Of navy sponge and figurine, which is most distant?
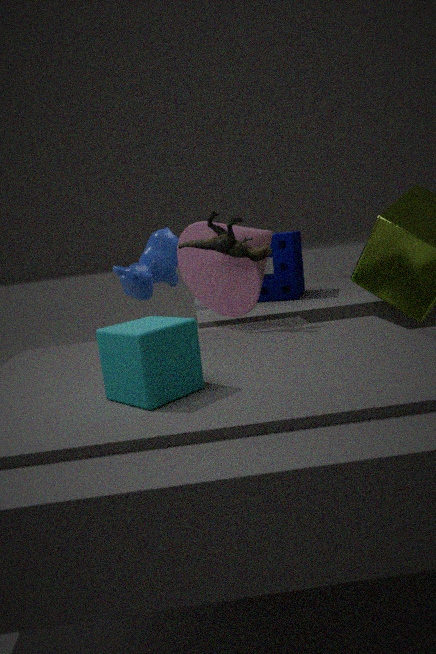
navy sponge
